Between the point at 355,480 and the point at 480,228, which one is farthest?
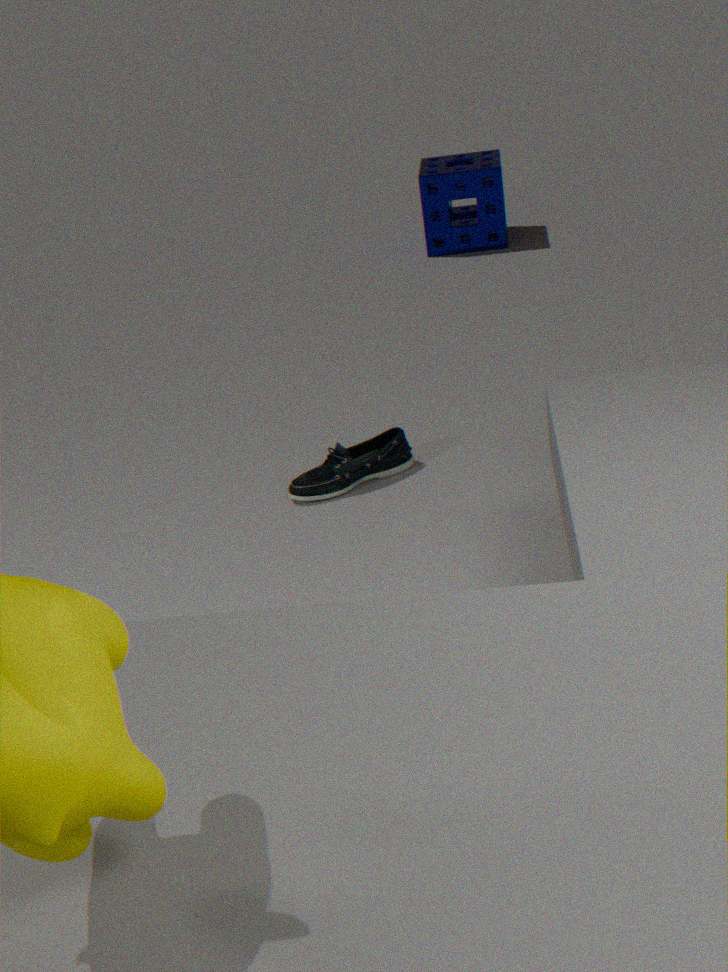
the point at 480,228
